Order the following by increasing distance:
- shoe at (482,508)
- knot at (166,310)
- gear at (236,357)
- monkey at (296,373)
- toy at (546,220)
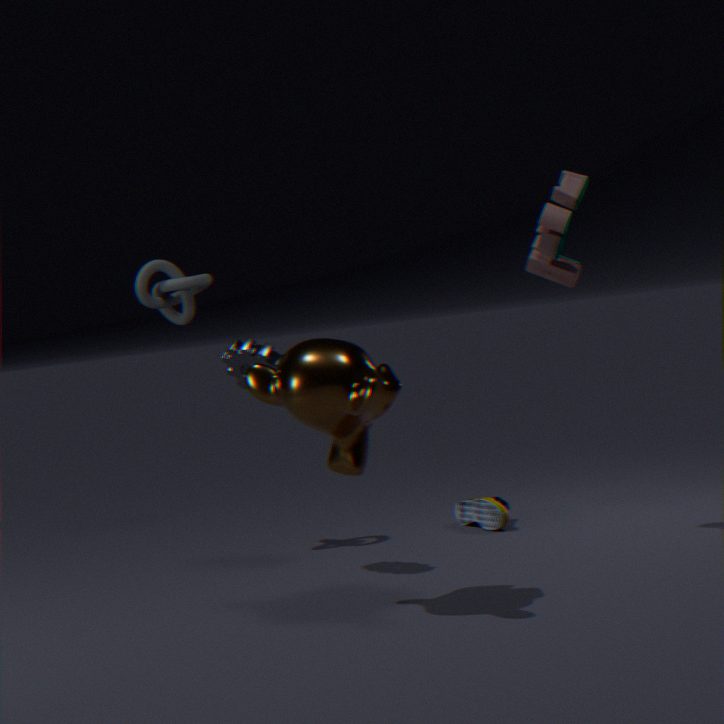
monkey at (296,373)
toy at (546,220)
gear at (236,357)
shoe at (482,508)
knot at (166,310)
